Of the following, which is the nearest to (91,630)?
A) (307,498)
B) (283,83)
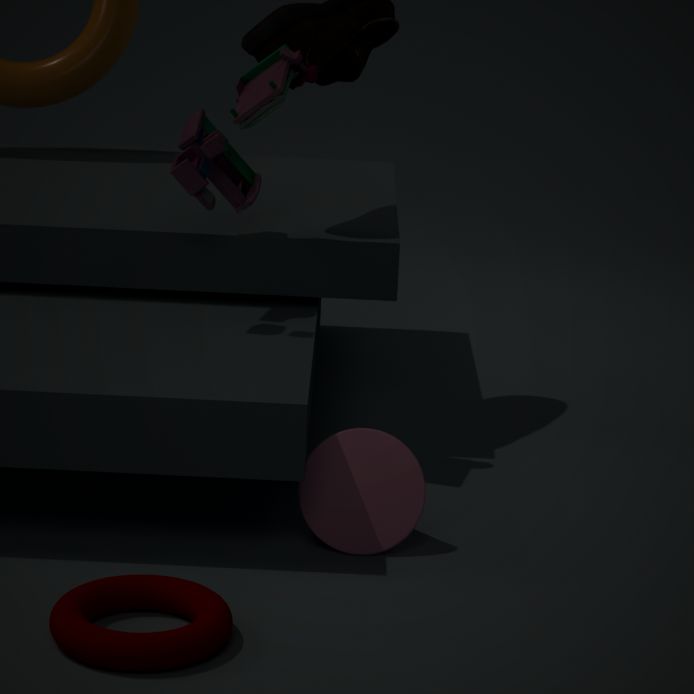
(307,498)
